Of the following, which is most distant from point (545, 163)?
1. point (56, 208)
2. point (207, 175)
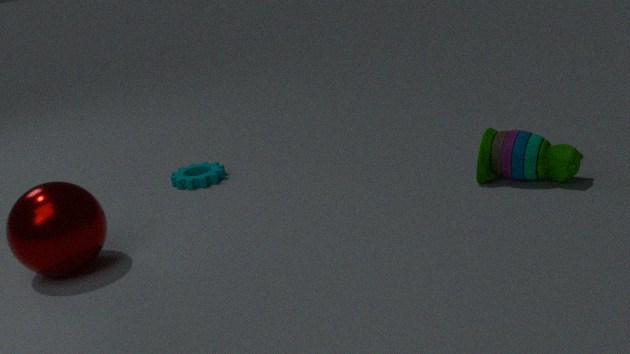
point (56, 208)
